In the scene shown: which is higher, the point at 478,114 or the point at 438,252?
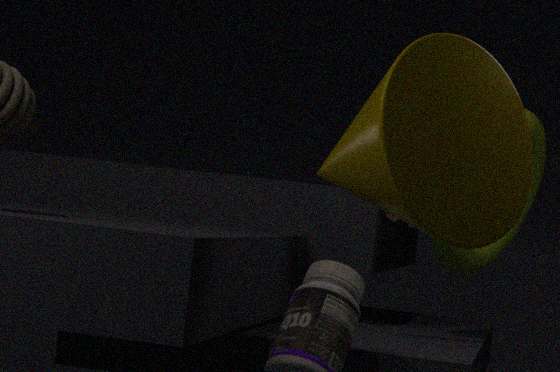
the point at 478,114
